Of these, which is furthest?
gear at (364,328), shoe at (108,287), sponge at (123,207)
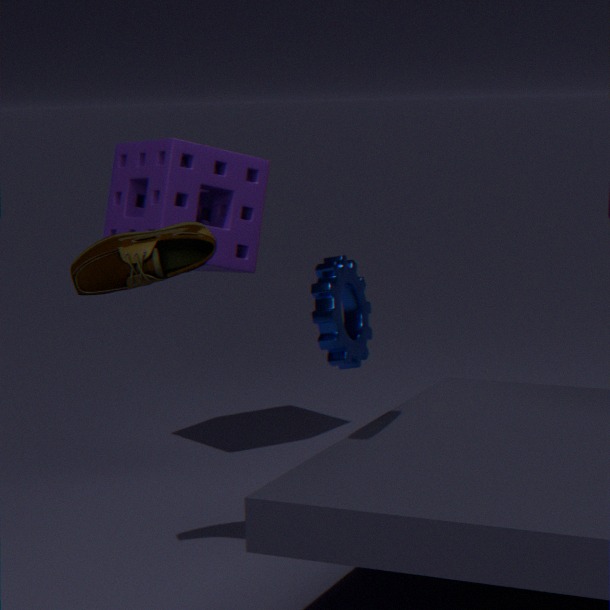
sponge at (123,207)
